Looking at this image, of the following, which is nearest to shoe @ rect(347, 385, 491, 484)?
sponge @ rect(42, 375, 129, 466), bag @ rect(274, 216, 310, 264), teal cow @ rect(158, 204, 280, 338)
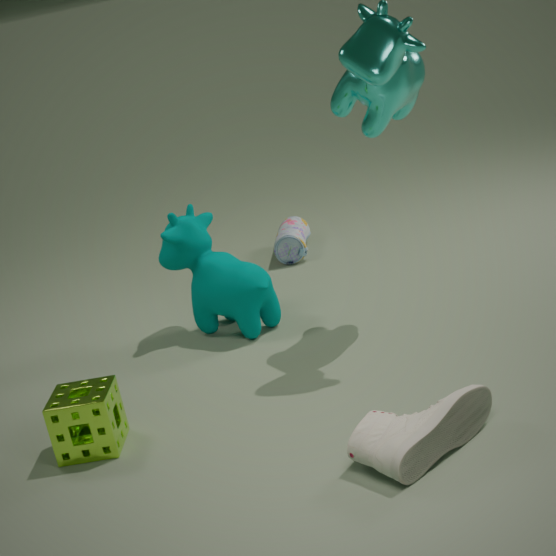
sponge @ rect(42, 375, 129, 466)
